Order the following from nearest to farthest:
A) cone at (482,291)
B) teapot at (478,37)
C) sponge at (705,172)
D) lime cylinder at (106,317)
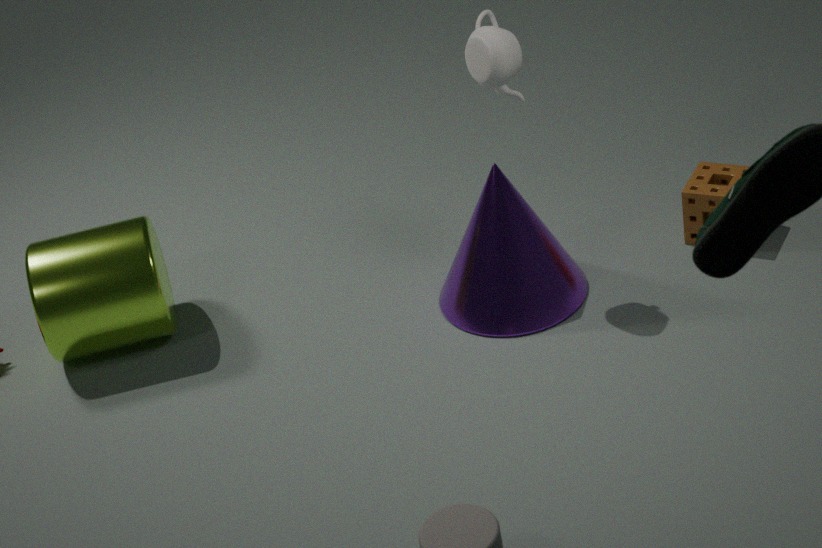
1. teapot at (478,37)
2. cone at (482,291)
3. lime cylinder at (106,317)
4. sponge at (705,172)
